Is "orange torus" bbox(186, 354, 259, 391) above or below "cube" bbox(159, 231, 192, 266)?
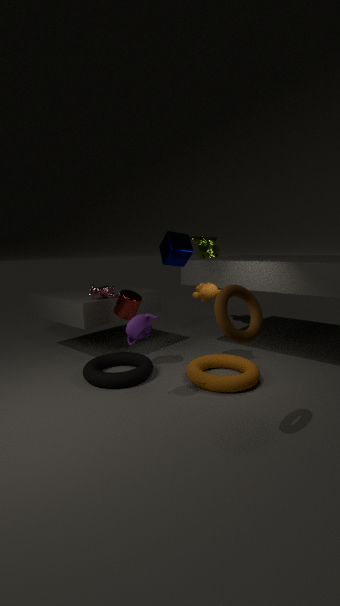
below
